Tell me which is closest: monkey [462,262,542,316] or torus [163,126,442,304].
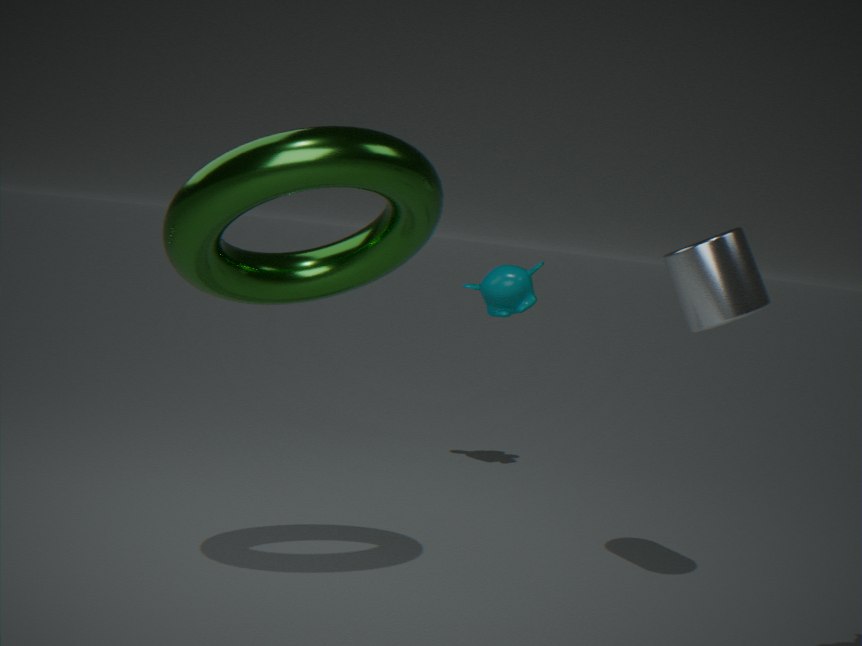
torus [163,126,442,304]
